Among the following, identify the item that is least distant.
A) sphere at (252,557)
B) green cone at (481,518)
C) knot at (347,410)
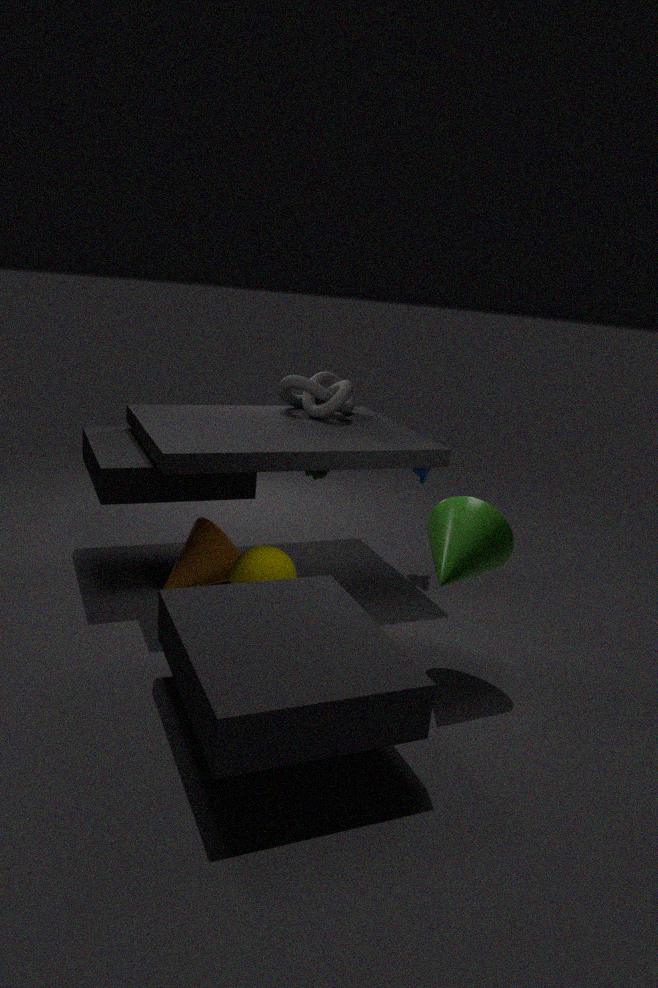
green cone at (481,518)
